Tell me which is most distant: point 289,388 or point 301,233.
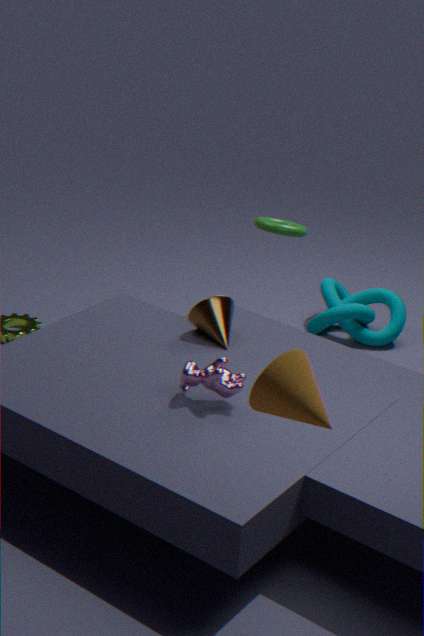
point 301,233
